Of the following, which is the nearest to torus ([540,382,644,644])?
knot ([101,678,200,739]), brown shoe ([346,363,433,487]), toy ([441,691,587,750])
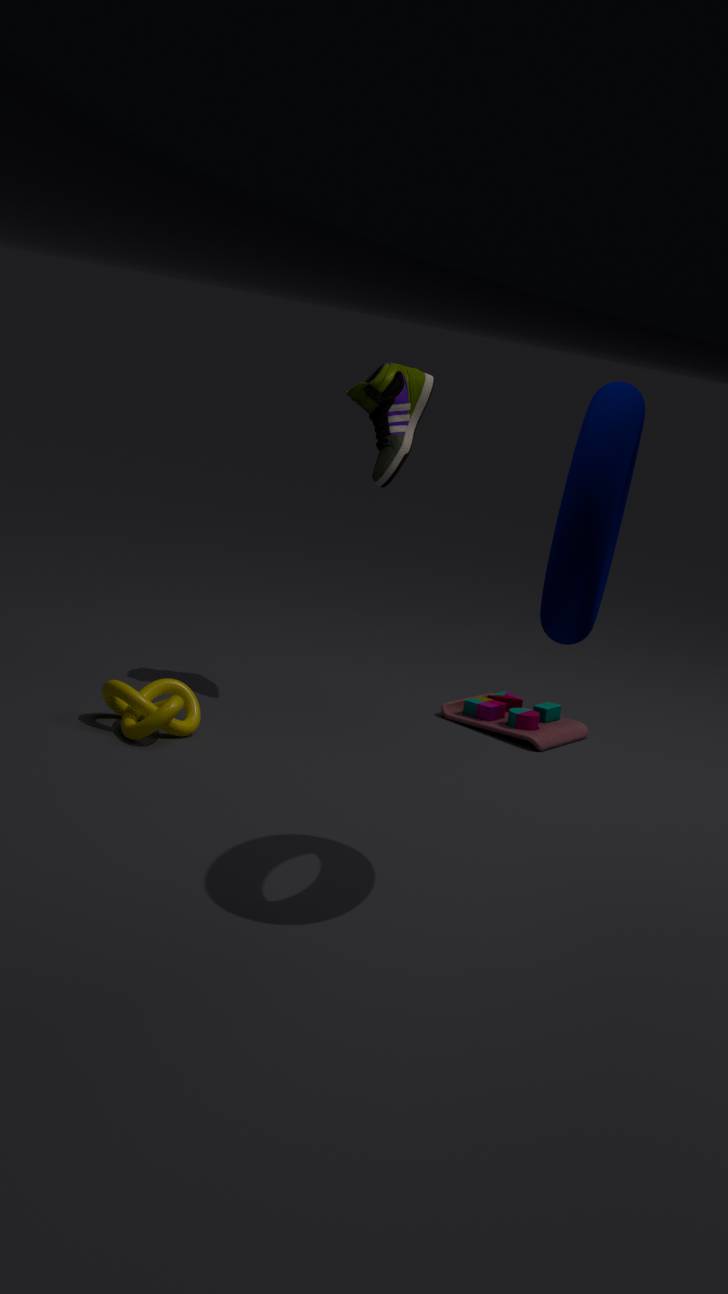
brown shoe ([346,363,433,487])
